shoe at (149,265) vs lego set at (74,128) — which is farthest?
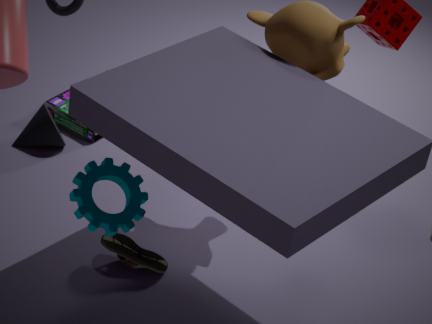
lego set at (74,128)
